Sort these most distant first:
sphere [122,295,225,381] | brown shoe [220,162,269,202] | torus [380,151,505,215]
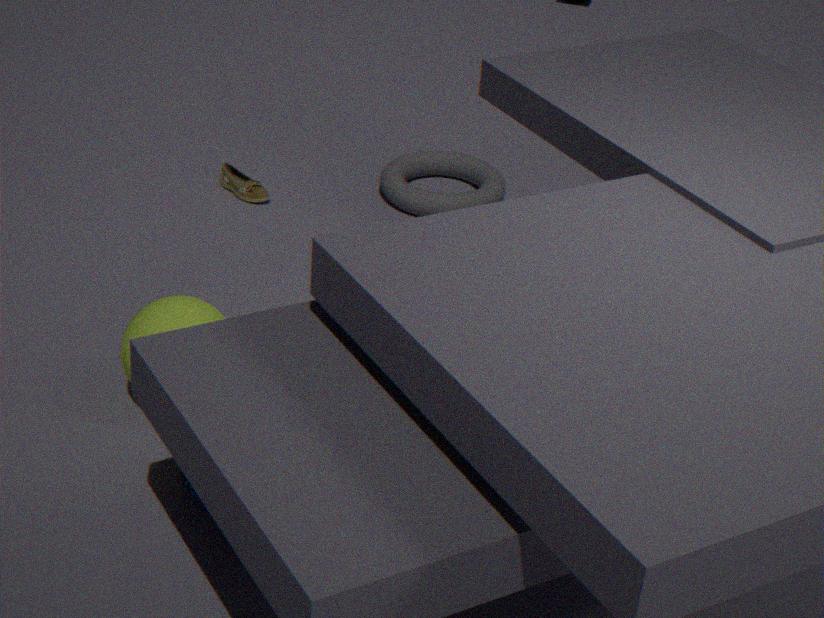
brown shoe [220,162,269,202] < torus [380,151,505,215] < sphere [122,295,225,381]
